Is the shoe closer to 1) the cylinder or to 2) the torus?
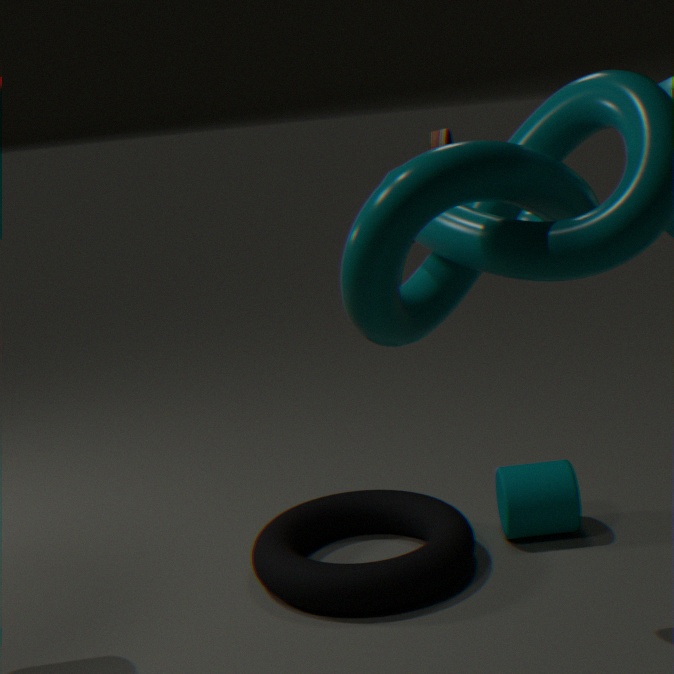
2) the torus
